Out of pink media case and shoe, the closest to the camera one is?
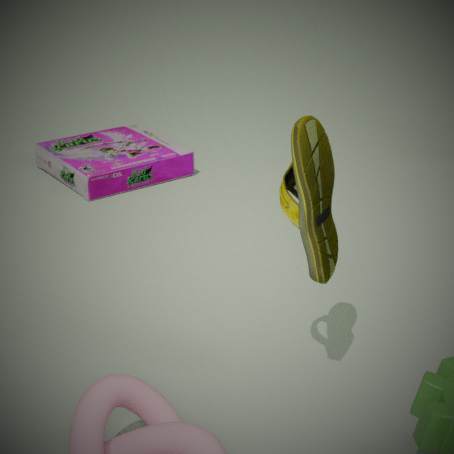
shoe
